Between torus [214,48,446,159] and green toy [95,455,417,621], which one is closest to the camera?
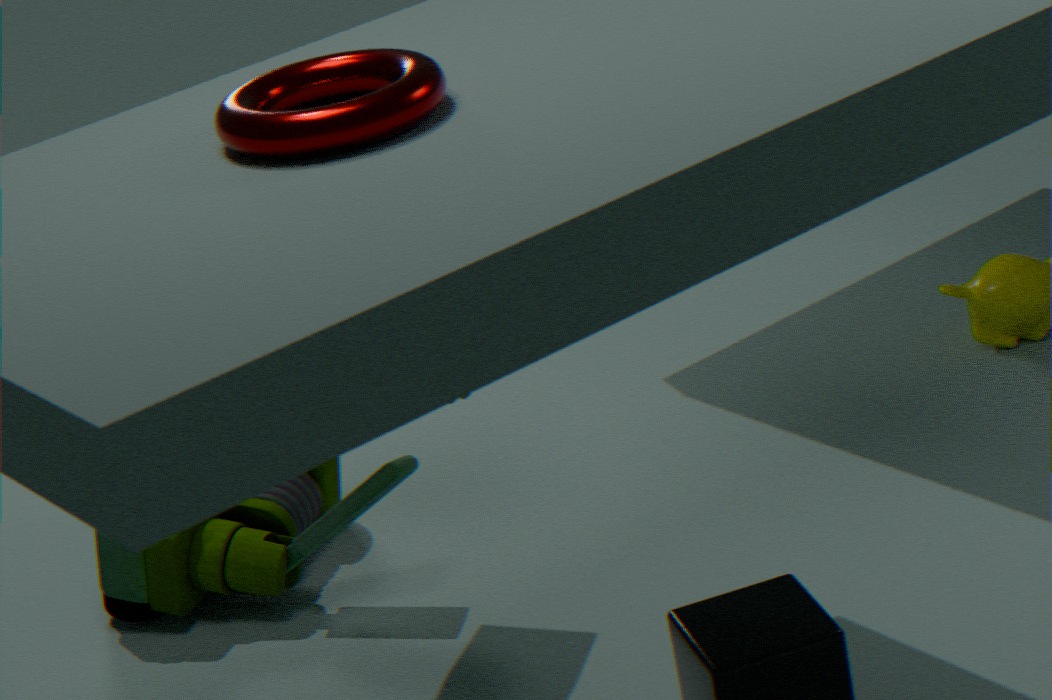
torus [214,48,446,159]
